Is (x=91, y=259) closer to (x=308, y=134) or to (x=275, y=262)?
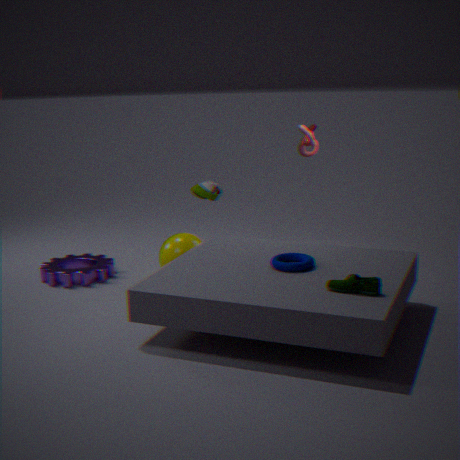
(x=275, y=262)
